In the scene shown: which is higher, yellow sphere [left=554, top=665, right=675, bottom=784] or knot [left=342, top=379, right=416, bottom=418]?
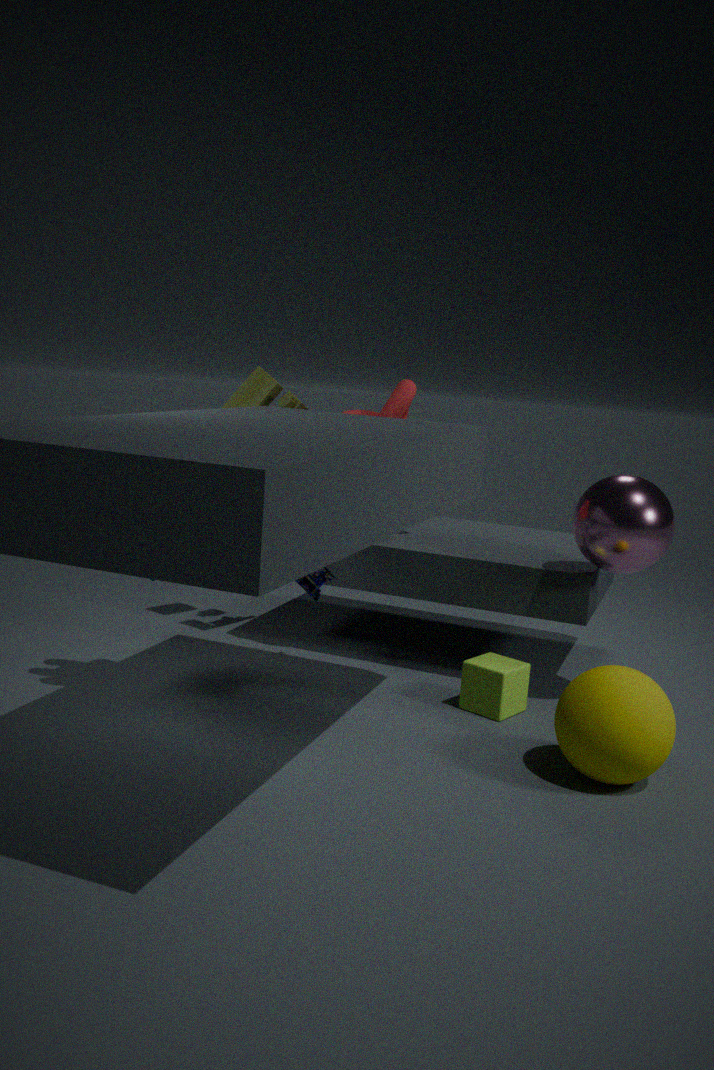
knot [left=342, top=379, right=416, bottom=418]
